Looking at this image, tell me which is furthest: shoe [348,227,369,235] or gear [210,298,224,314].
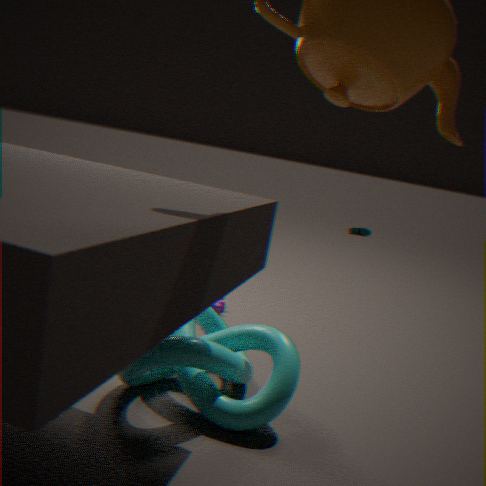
shoe [348,227,369,235]
